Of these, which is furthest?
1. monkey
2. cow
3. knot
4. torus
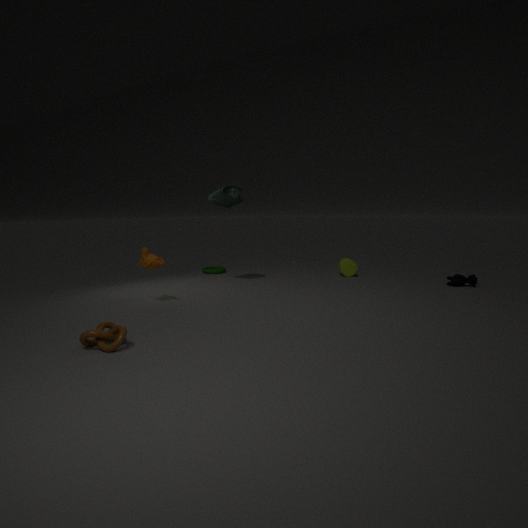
torus
